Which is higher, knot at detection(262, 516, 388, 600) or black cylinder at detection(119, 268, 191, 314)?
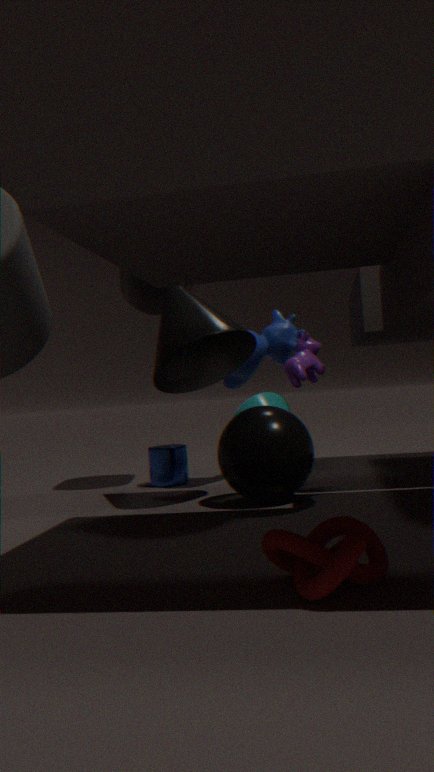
black cylinder at detection(119, 268, 191, 314)
